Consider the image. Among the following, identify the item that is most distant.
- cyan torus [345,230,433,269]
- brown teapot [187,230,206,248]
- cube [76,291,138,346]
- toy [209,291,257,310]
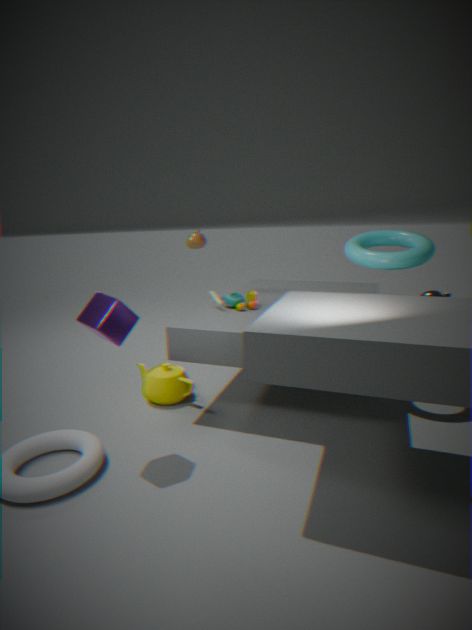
brown teapot [187,230,206,248]
